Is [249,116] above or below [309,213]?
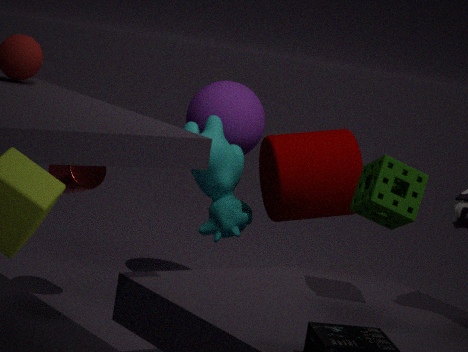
above
